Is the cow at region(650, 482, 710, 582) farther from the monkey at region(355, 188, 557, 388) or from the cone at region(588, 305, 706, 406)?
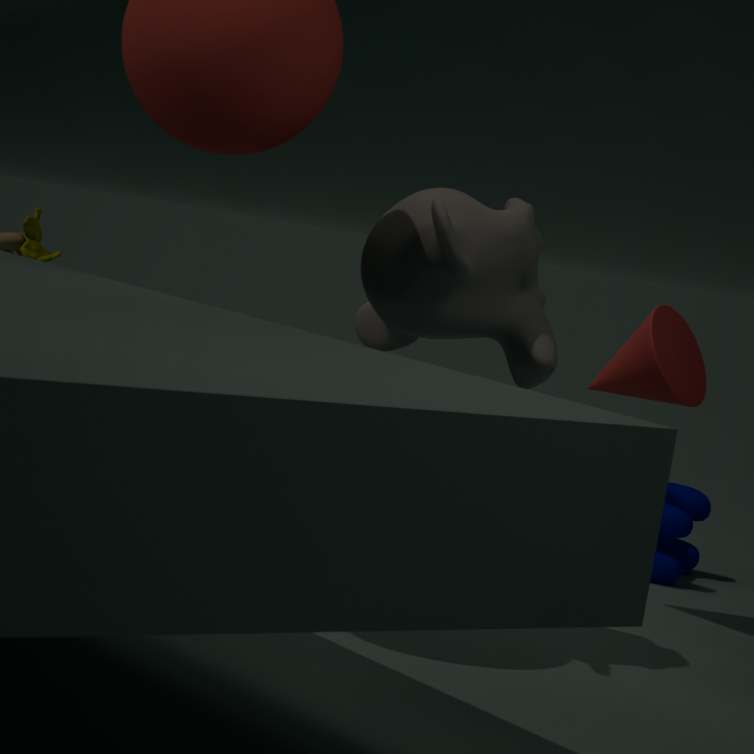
the monkey at region(355, 188, 557, 388)
